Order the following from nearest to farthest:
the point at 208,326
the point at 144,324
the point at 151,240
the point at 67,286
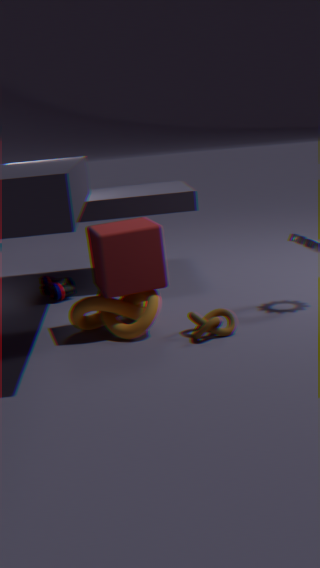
the point at 208,326
the point at 151,240
the point at 144,324
the point at 67,286
